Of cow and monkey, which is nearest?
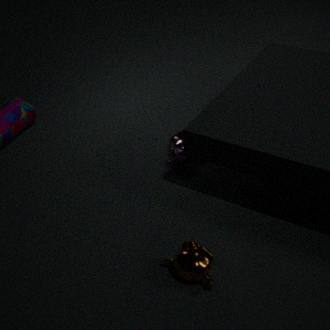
monkey
